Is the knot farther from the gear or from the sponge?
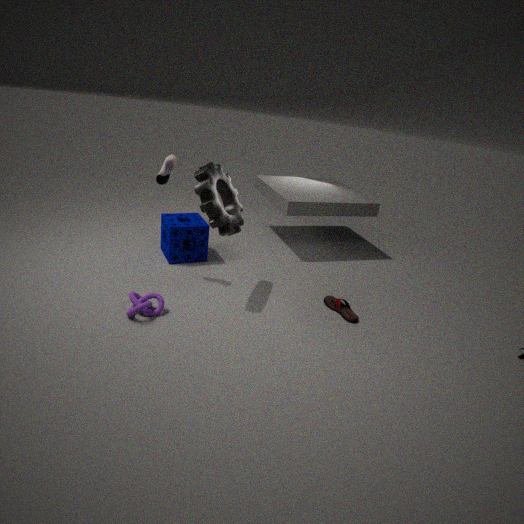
the sponge
